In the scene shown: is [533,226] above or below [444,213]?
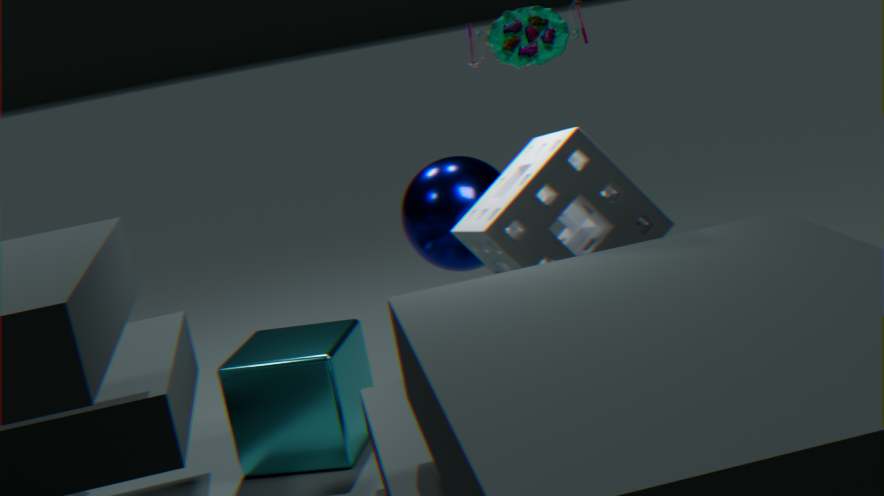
above
